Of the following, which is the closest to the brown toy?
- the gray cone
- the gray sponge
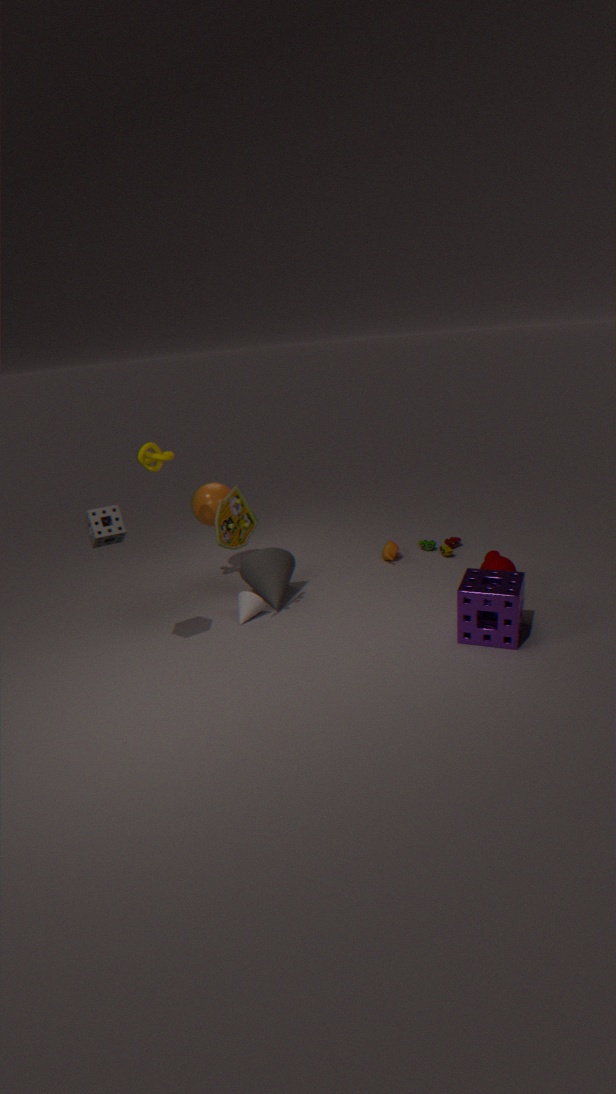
the gray cone
